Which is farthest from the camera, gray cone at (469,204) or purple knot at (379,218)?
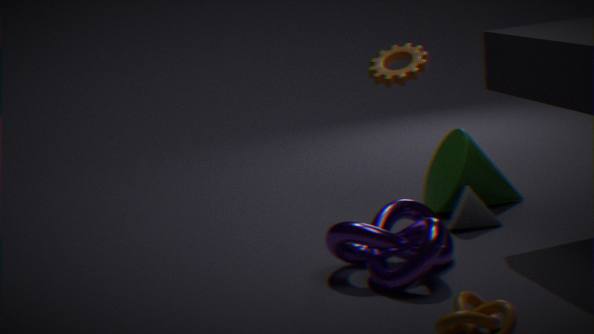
gray cone at (469,204)
